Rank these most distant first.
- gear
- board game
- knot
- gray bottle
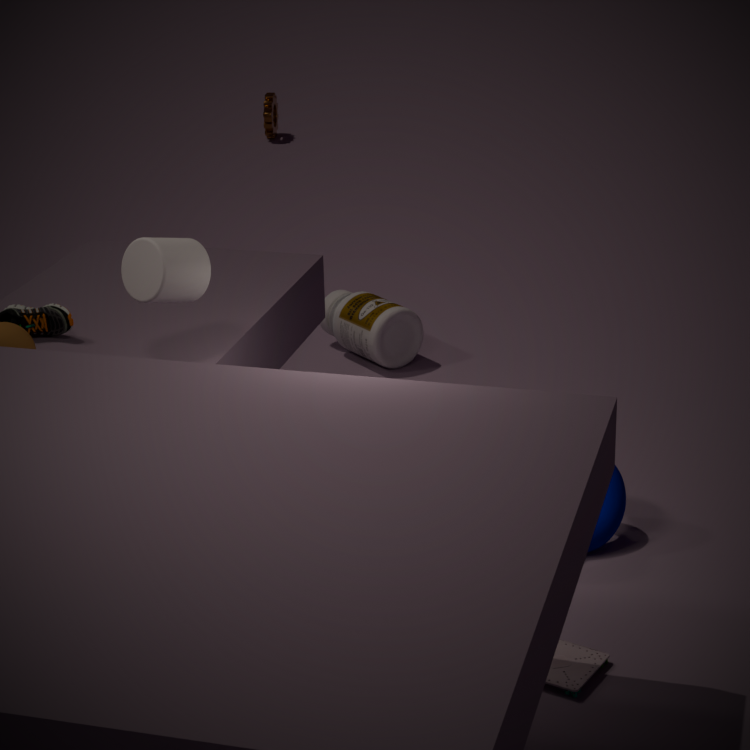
gear → gray bottle → knot → board game
